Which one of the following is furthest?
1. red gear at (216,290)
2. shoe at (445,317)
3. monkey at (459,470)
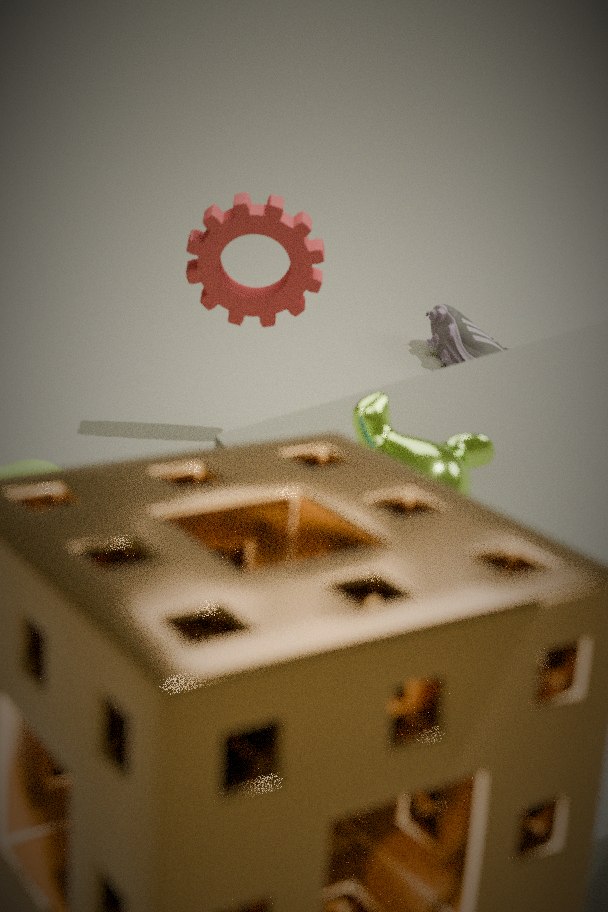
shoe at (445,317)
